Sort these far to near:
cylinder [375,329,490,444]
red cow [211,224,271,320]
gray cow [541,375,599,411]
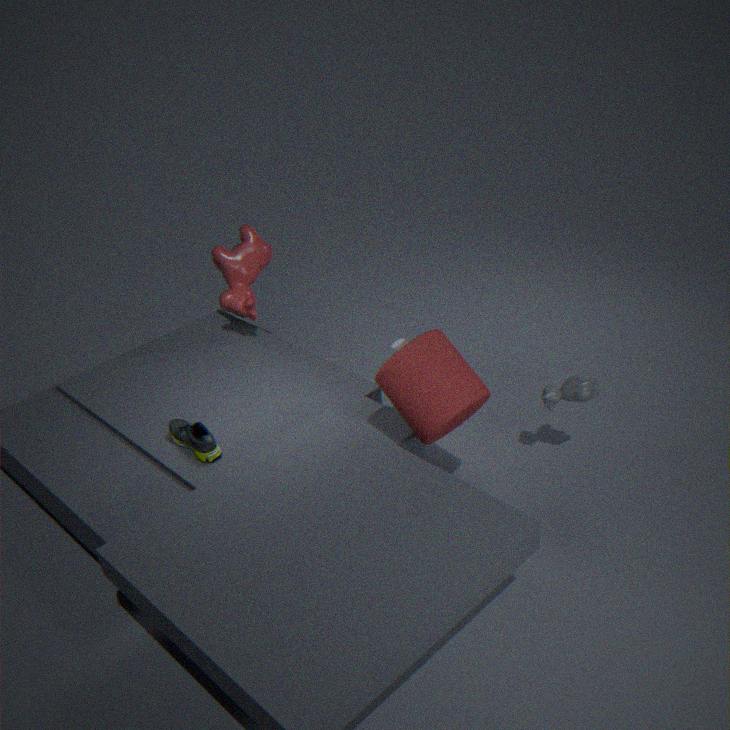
red cow [211,224,271,320] → gray cow [541,375,599,411] → cylinder [375,329,490,444]
